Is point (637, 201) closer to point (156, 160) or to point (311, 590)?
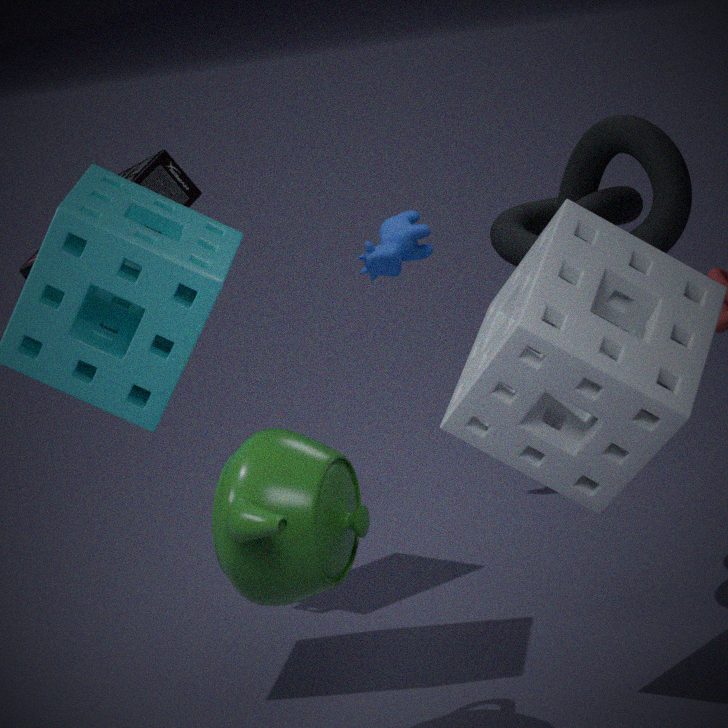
point (311, 590)
